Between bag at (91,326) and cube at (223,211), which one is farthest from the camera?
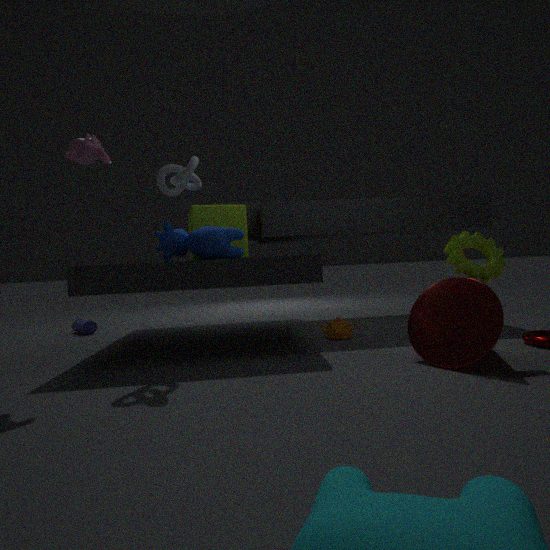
bag at (91,326)
